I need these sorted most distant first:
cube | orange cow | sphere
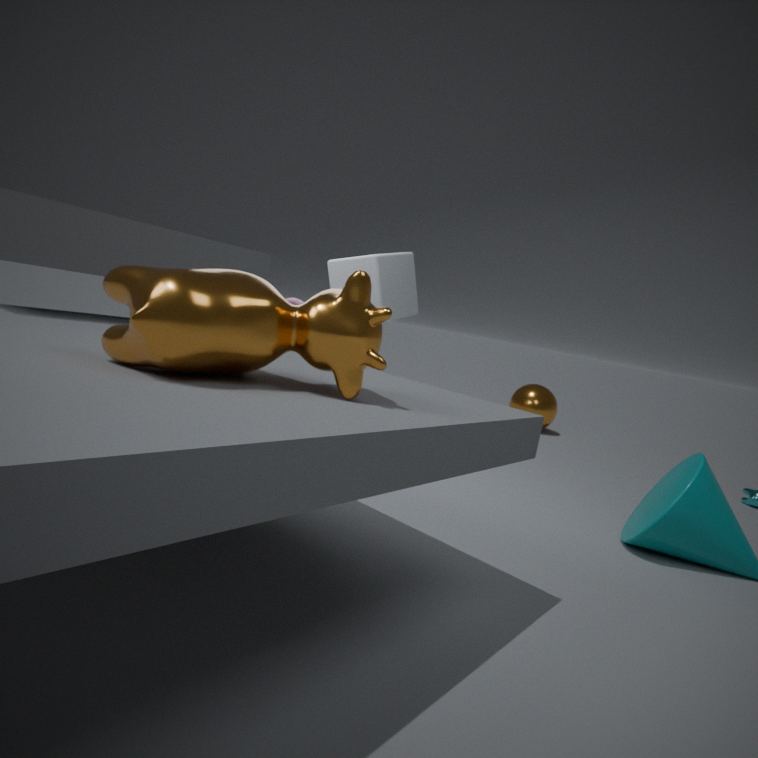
sphere < cube < orange cow
